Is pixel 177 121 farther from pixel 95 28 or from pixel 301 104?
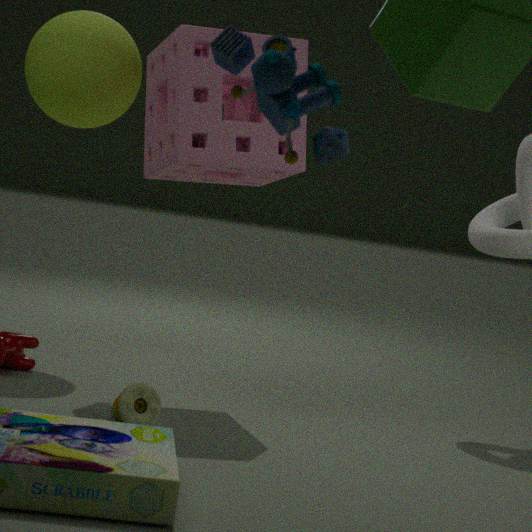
pixel 301 104
